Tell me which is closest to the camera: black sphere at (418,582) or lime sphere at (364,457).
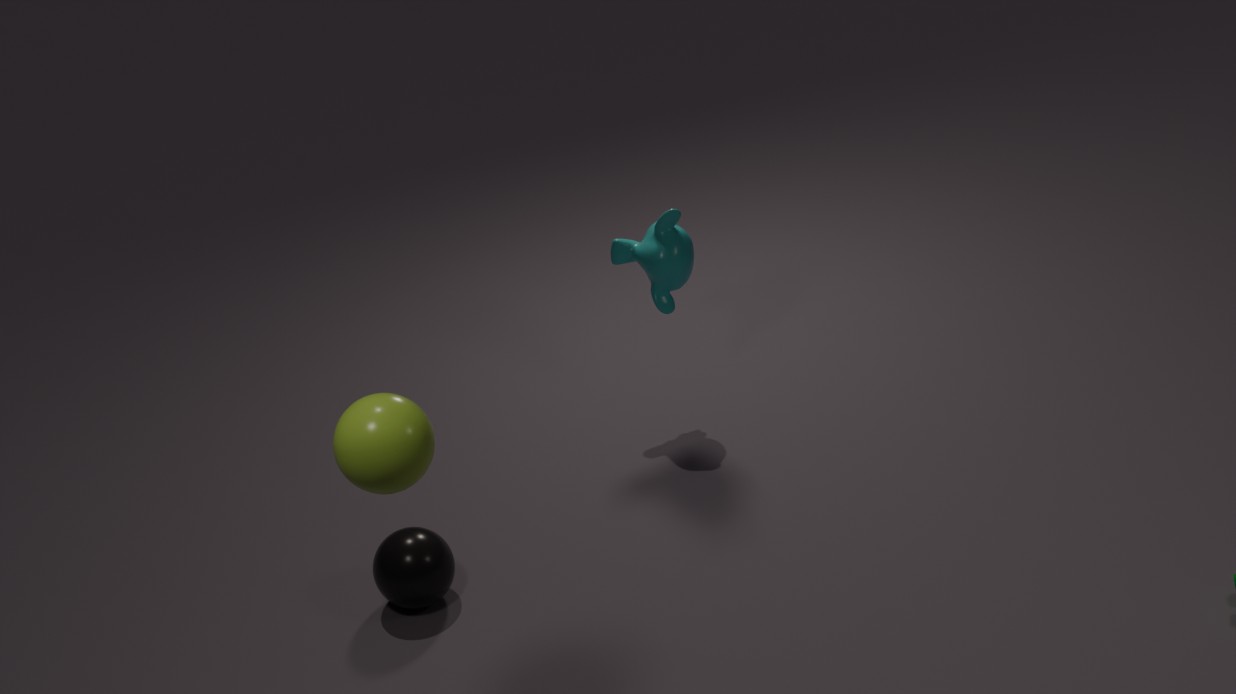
lime sphere at (364,457)
